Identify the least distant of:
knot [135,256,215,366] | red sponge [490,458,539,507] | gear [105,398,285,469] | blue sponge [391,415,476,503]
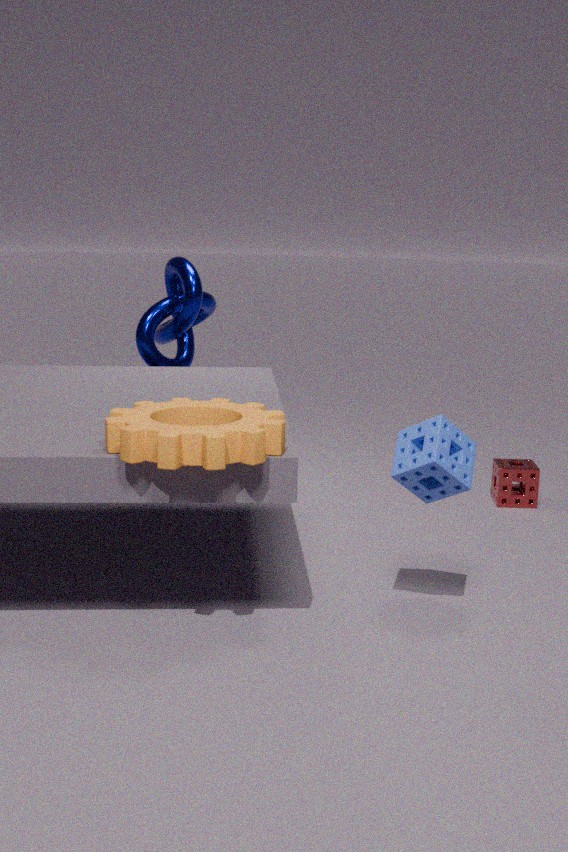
gear [105,398,285,469]
